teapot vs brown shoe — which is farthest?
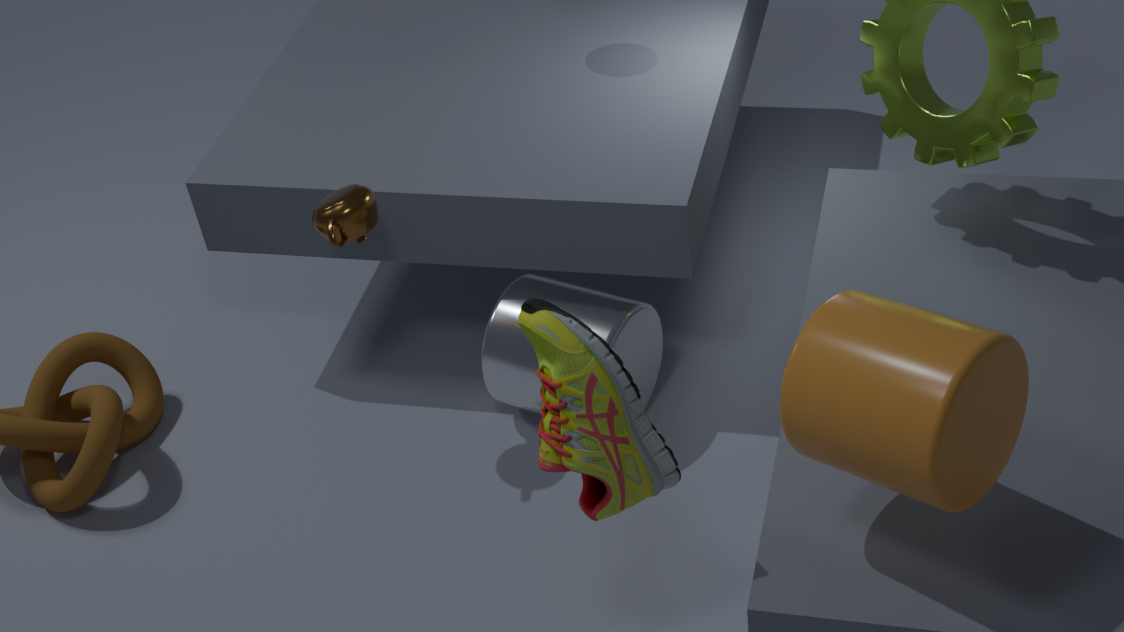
teapot
